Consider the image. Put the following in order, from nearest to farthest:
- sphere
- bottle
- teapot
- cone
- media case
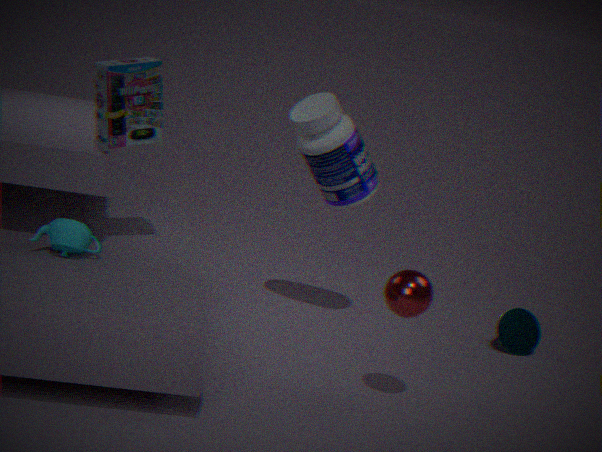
1. sphere
2. teapot
3. media case
4. bottle
5. cone
